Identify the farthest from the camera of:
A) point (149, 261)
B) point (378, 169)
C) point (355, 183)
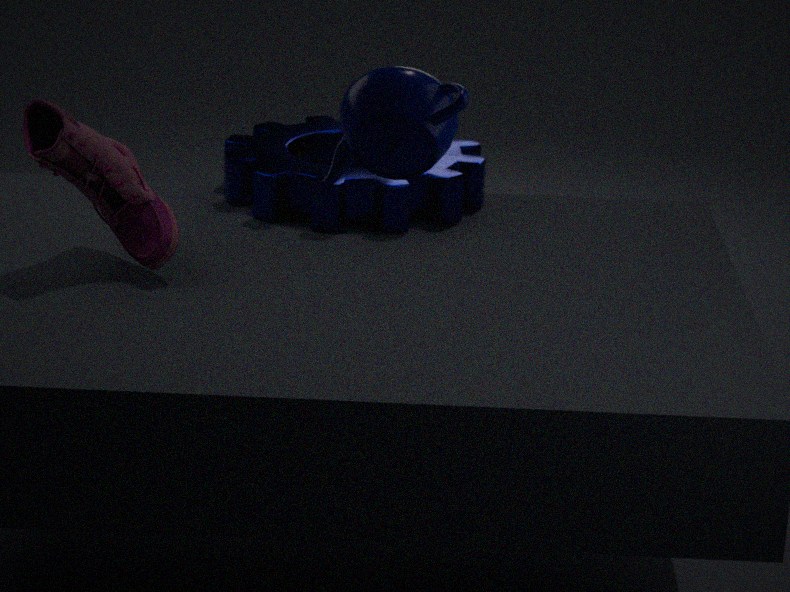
point (355, 183)
